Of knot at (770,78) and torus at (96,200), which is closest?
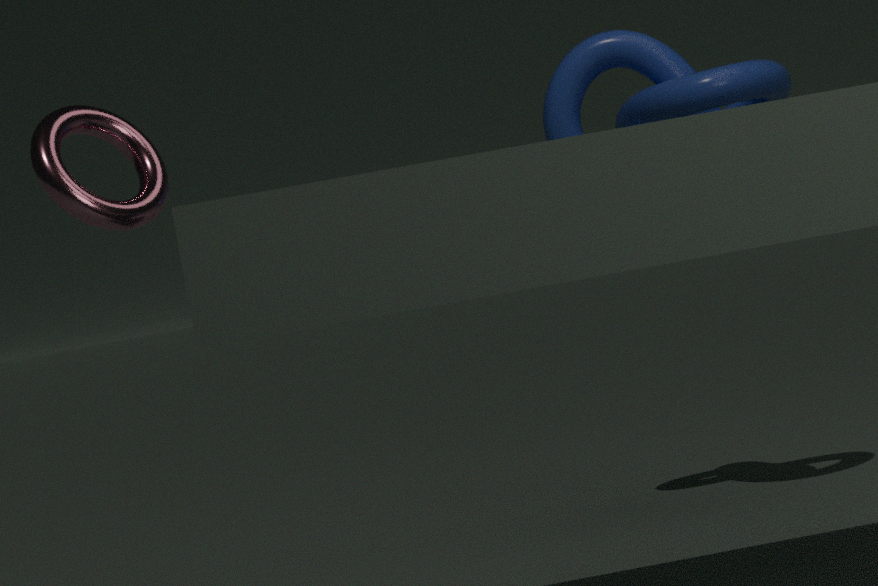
torus at (96,200)
